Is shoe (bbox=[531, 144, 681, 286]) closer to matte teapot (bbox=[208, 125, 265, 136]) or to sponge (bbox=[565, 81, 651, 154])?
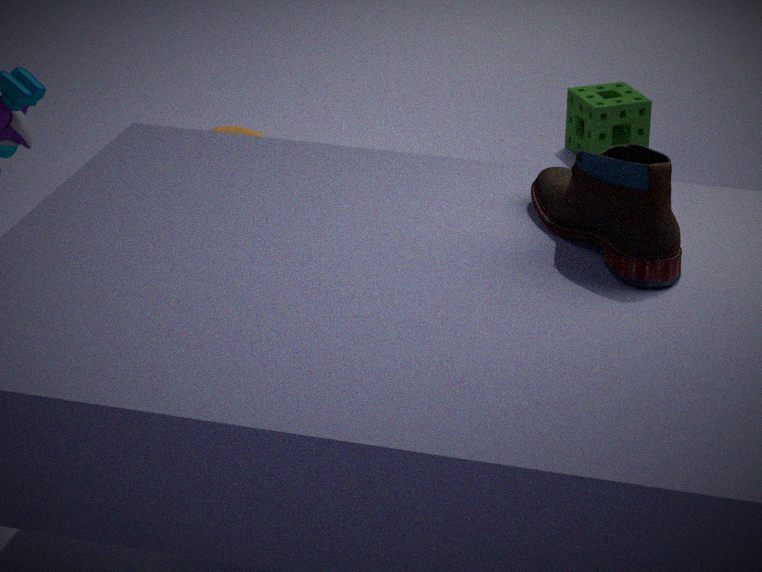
matte teapot (bbox=[208, 125, 265, 136])
